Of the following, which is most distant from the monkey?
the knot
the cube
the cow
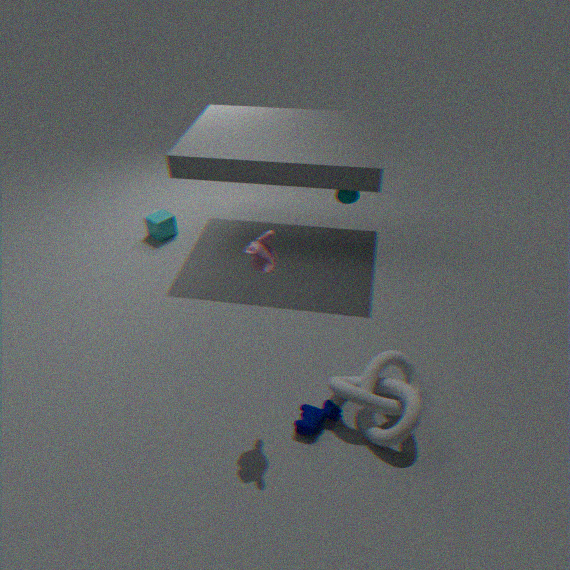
the cube
